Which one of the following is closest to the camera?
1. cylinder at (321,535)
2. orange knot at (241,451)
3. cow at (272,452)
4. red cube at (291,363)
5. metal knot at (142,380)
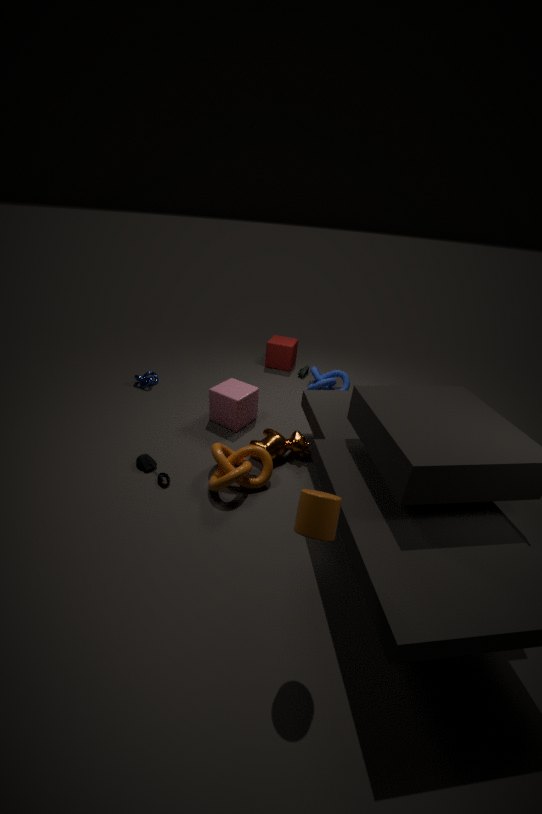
cylinder at (321,535)
